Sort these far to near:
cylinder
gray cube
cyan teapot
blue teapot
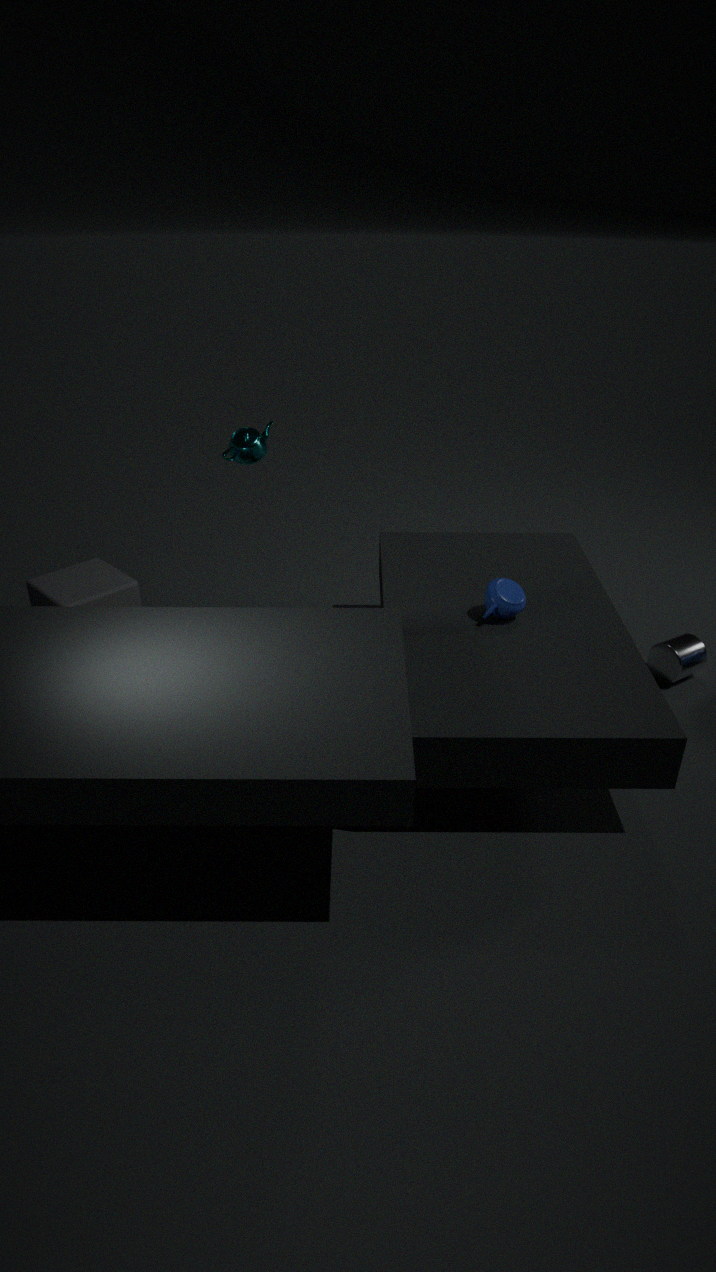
1. cylinder
2. gray cube
3. cyan teapot
4. blue teapot
